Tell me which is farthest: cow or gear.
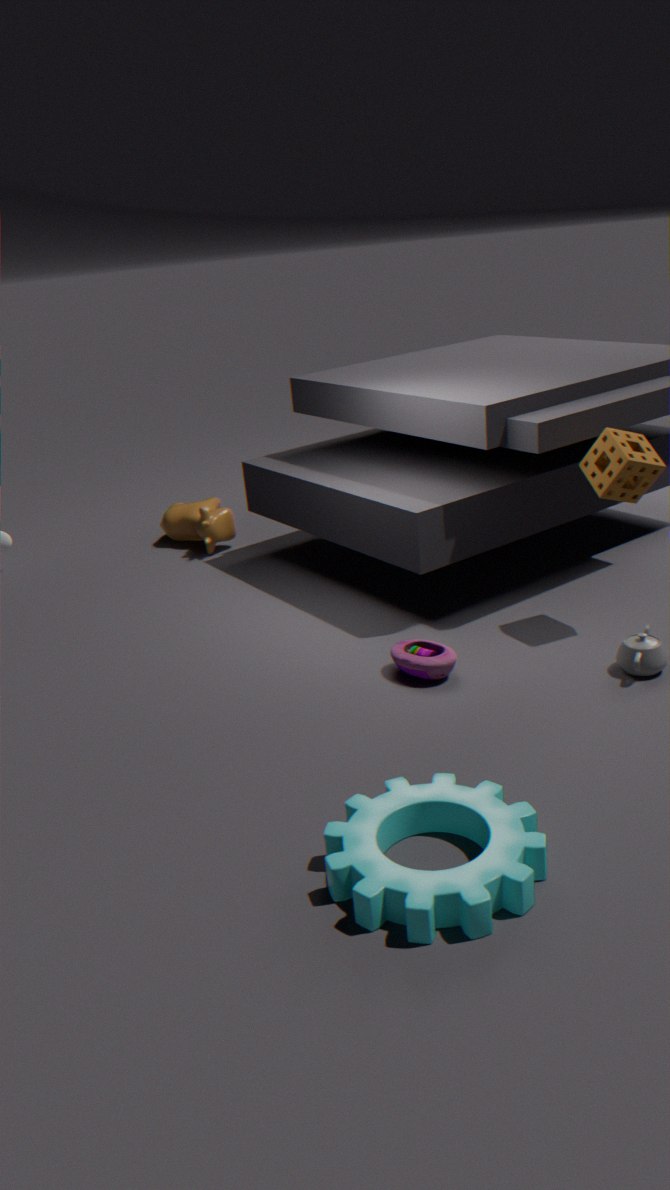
cow
